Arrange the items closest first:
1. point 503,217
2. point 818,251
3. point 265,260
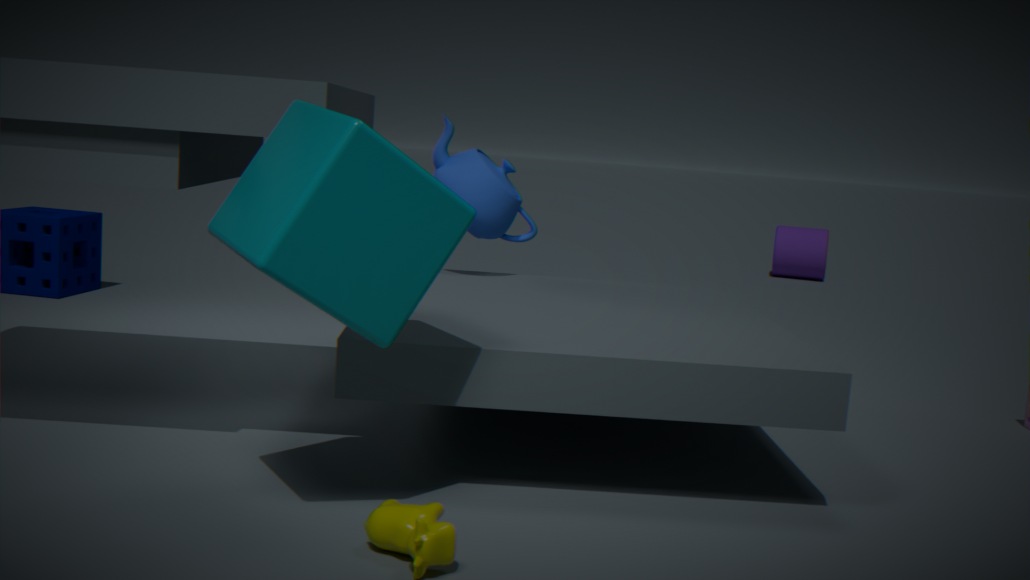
point 265,260 < point 503,217 < point 818,251
